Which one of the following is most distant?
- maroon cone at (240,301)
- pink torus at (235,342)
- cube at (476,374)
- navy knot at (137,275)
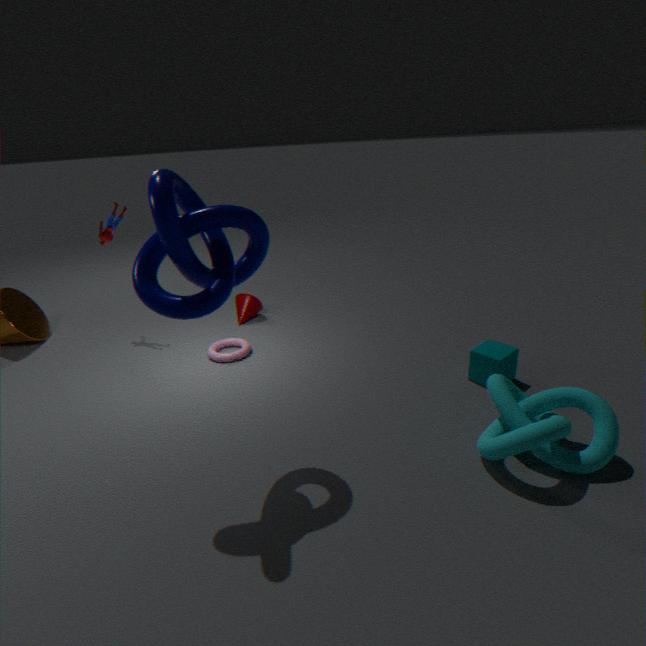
maroon cone at (240,301)
